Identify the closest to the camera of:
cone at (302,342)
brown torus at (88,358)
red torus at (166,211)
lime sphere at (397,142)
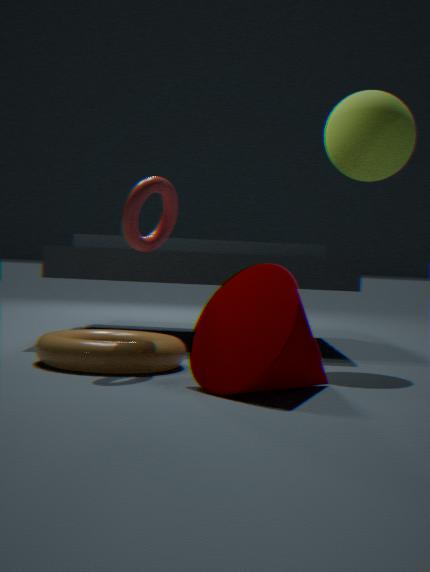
cone at (302,342)
